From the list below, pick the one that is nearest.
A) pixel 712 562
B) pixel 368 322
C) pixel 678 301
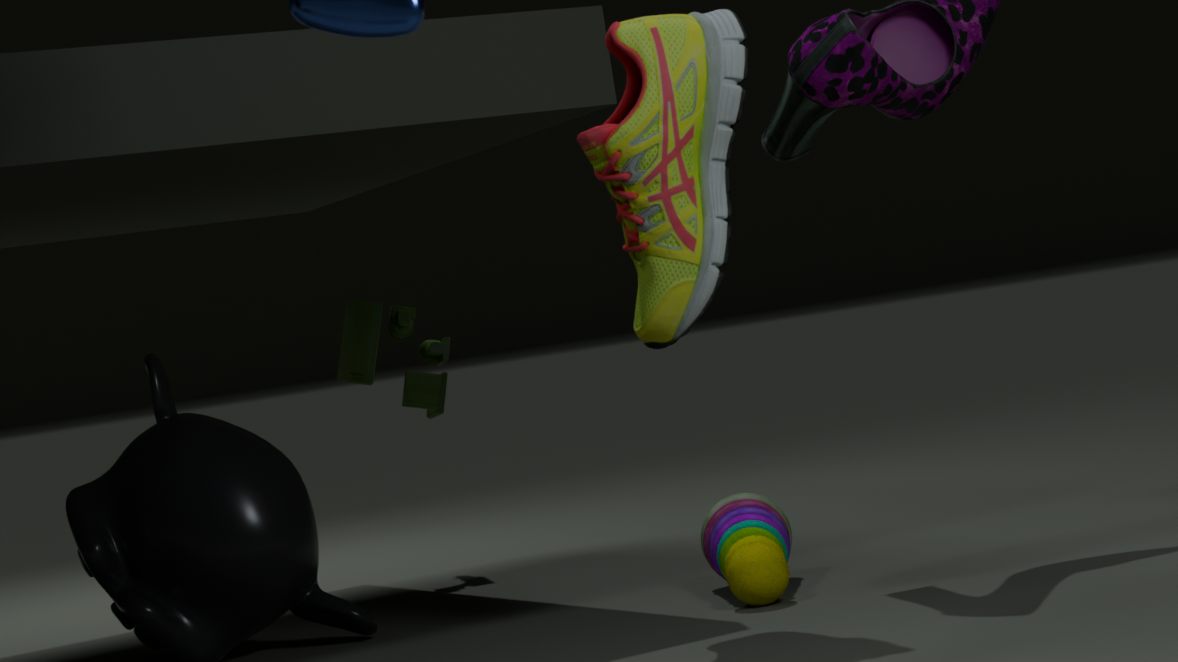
pixel 678 301
